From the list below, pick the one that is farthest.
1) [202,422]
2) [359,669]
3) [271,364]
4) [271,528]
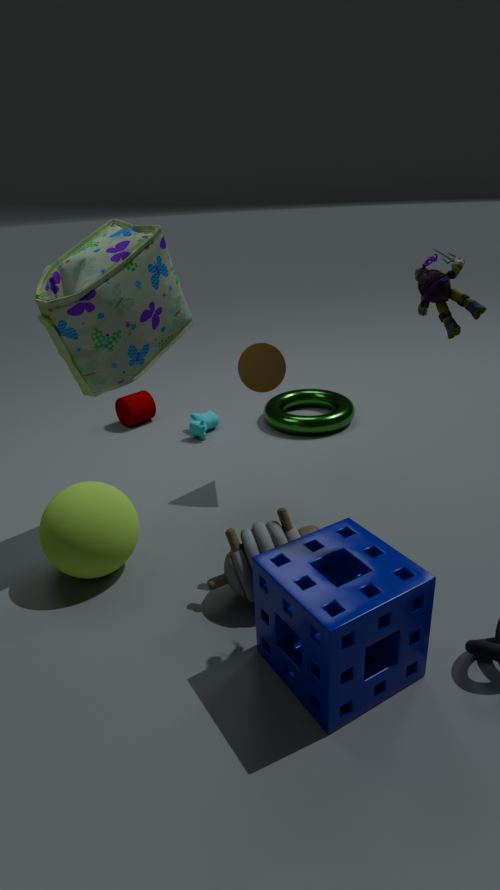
1. [202,422]
